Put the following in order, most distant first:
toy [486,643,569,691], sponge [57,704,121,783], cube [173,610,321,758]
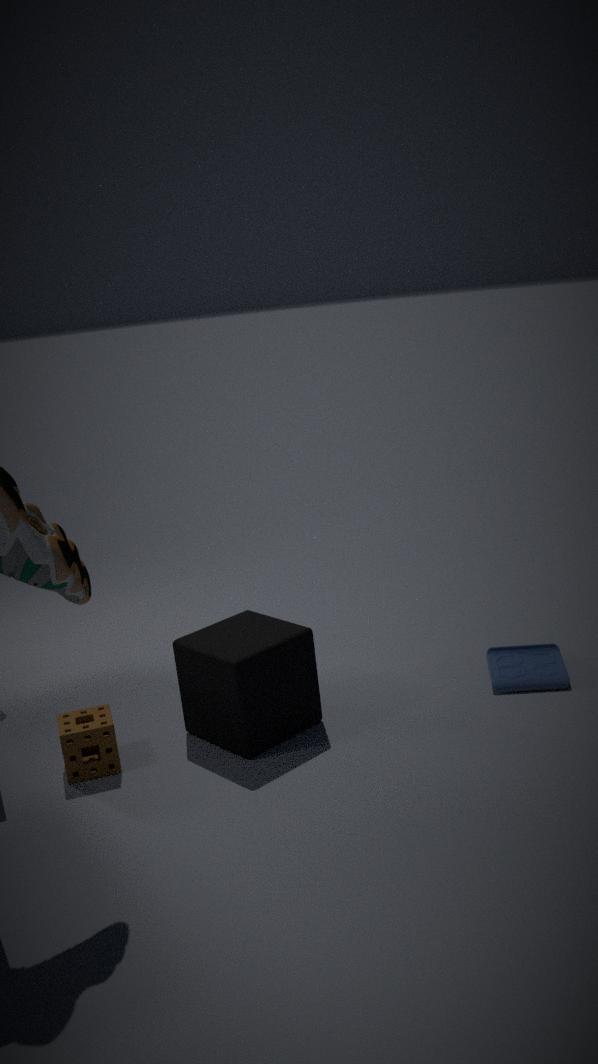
1. toy [486,643,569,691]
2. cube [173,610,321,758]
3. sponge [57,704,121,783]
